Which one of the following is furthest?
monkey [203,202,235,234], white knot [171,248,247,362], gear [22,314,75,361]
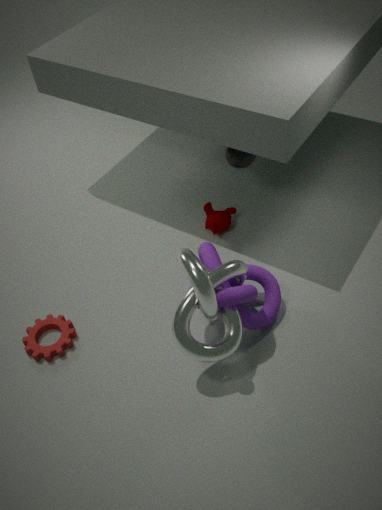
monkey [203,202,235,234]
